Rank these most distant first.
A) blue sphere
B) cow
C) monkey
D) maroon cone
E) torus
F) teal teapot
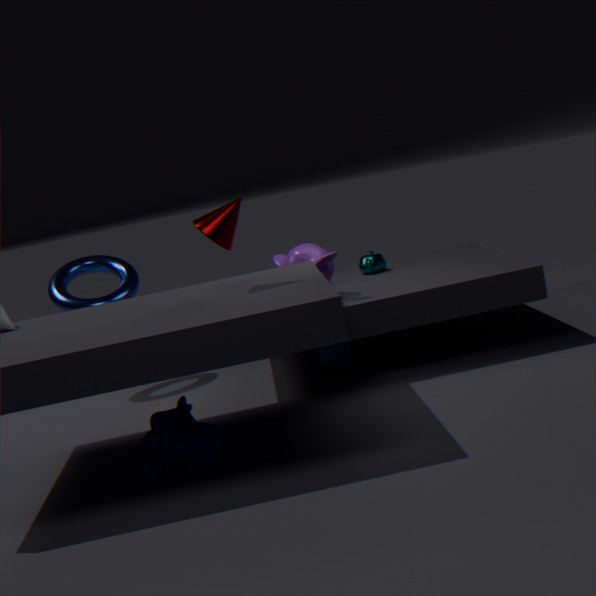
teal teapot < torus < blue sphere < monkey < maroon cone < cow
